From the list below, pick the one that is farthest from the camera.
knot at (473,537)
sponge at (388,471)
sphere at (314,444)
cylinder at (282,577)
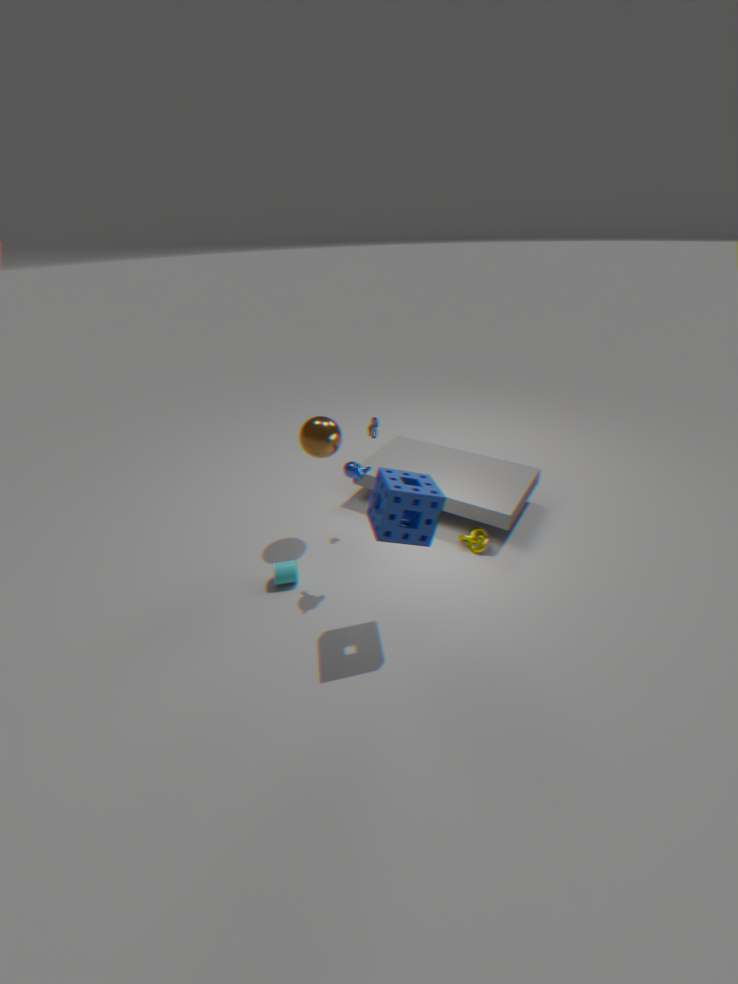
knot at (473,537)
